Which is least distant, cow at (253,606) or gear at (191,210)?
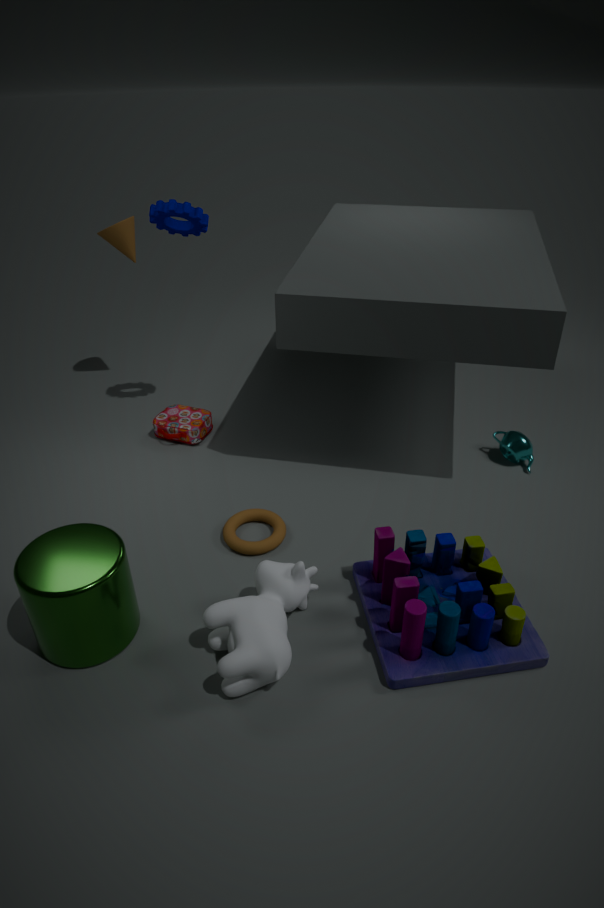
cow at (253,606)
